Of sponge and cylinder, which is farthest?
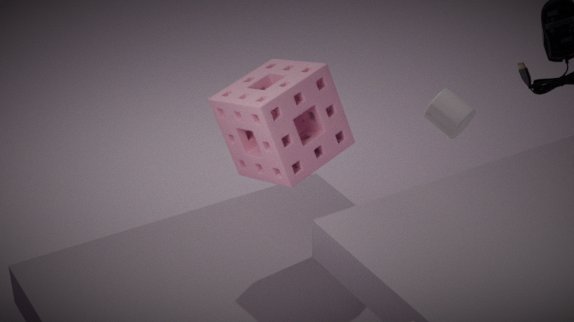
cylinder
